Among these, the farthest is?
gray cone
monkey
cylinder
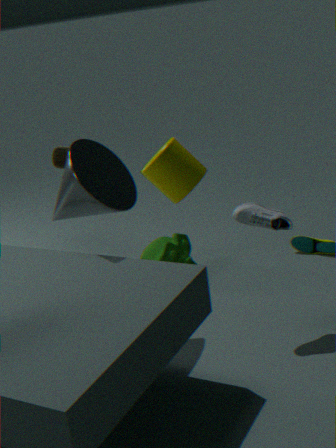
monkey
